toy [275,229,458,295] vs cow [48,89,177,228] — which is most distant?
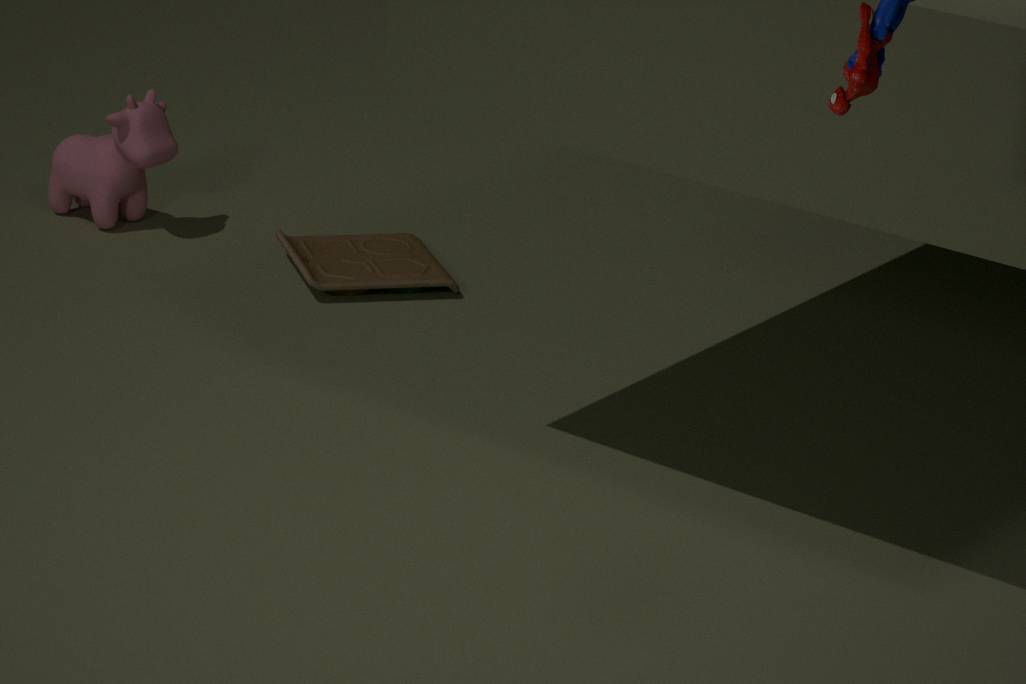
cow [48,89,177,228]
